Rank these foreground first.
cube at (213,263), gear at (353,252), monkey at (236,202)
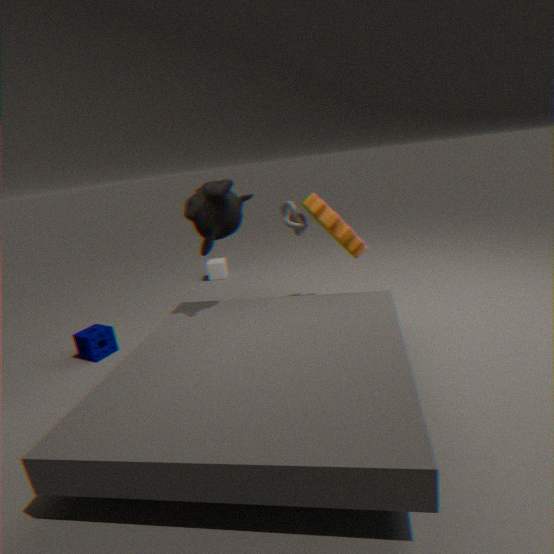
monkey at (236,202) → gear at (353,252) → cube at (213,263)
